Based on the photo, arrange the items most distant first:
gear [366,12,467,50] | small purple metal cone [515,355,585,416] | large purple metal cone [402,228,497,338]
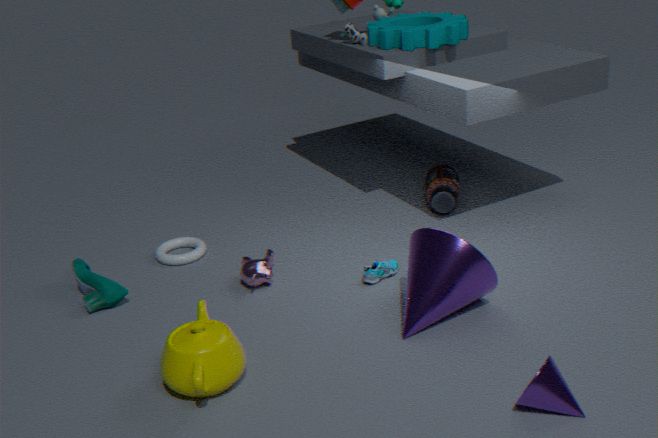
gear [366,12,467,50] → large purple metal cone [402,228,497,338] → small purple metal cone [515,355,585,416]
